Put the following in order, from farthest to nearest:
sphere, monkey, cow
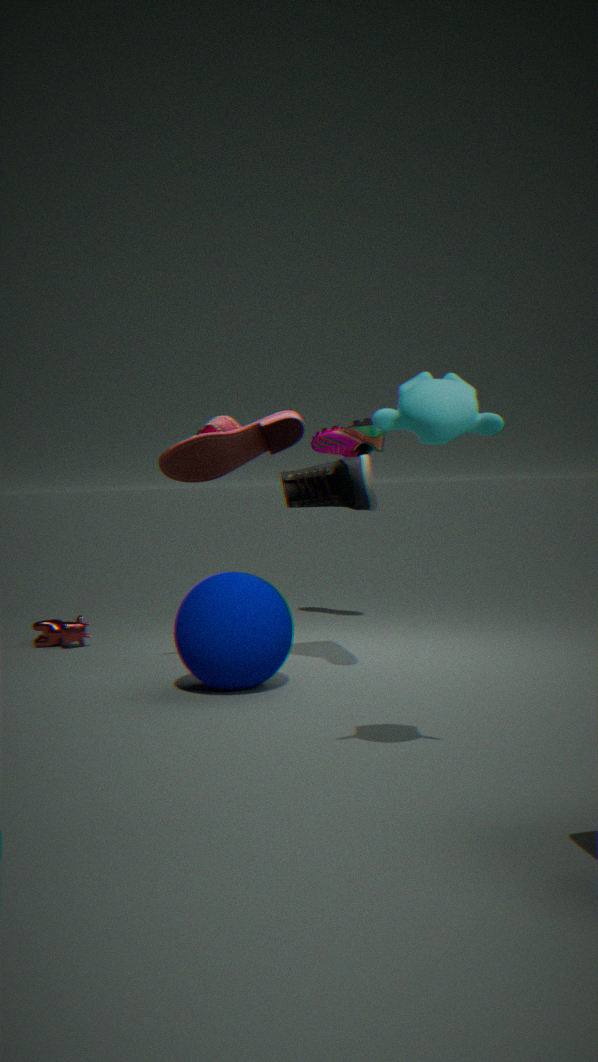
cow → sphere → monkey
